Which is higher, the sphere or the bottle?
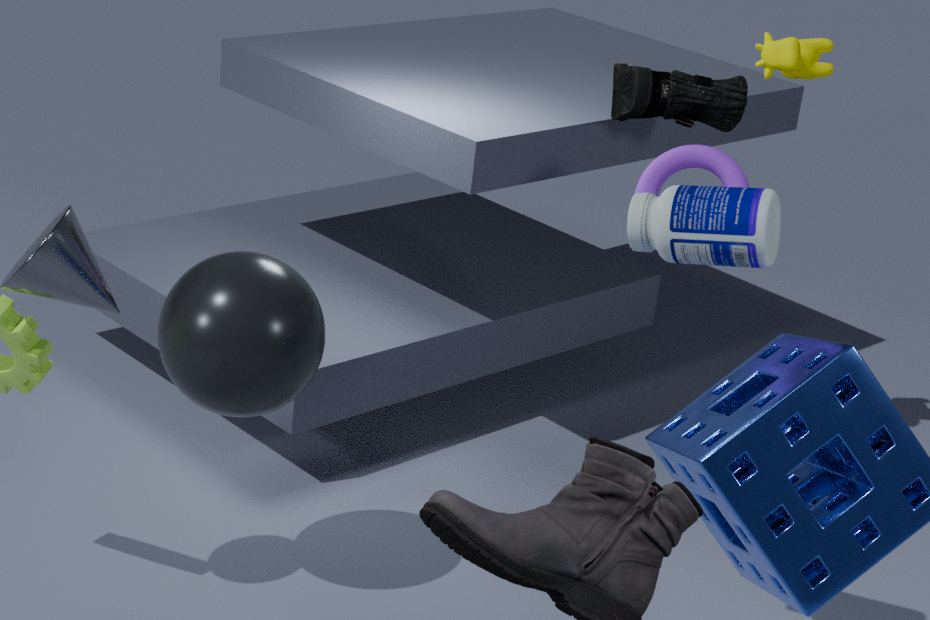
the bottle
